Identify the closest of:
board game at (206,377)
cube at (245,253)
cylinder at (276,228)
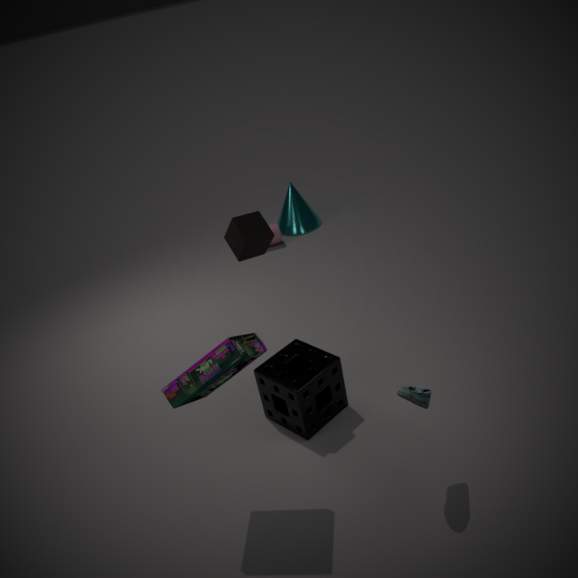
board game at (206,377)
